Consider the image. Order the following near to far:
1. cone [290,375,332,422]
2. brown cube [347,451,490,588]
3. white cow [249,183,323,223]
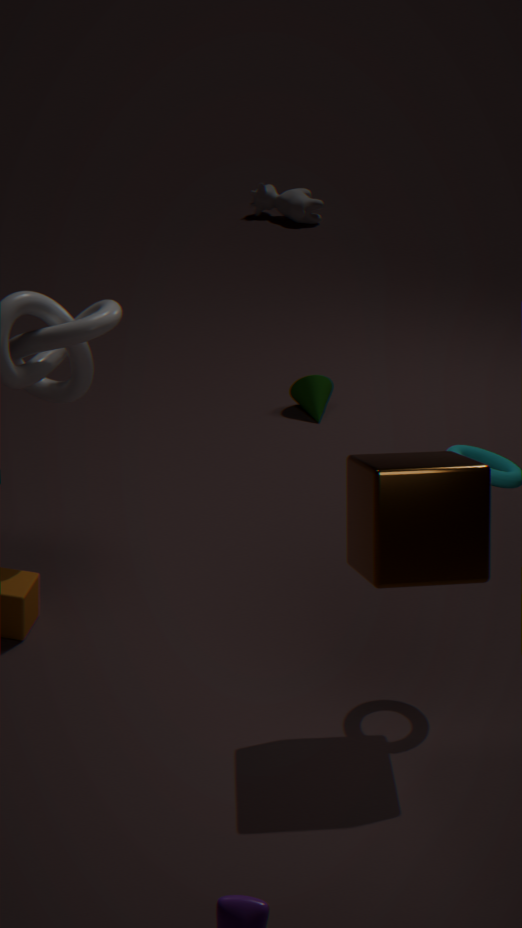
brown cube [347,451,490,588], cone [290,375,332,422], white cow [249,183,323,223]
